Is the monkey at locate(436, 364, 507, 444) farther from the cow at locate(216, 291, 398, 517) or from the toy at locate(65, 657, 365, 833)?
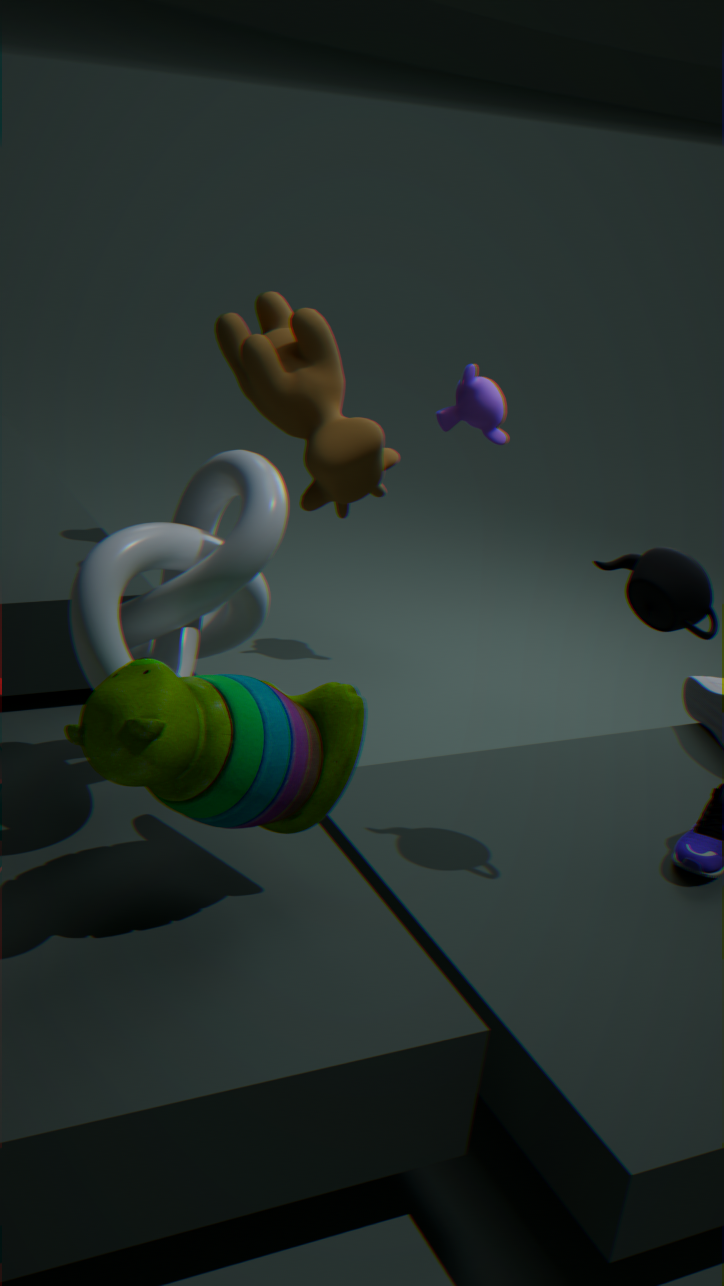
the toy at locate(65, 657, 365, 833)
